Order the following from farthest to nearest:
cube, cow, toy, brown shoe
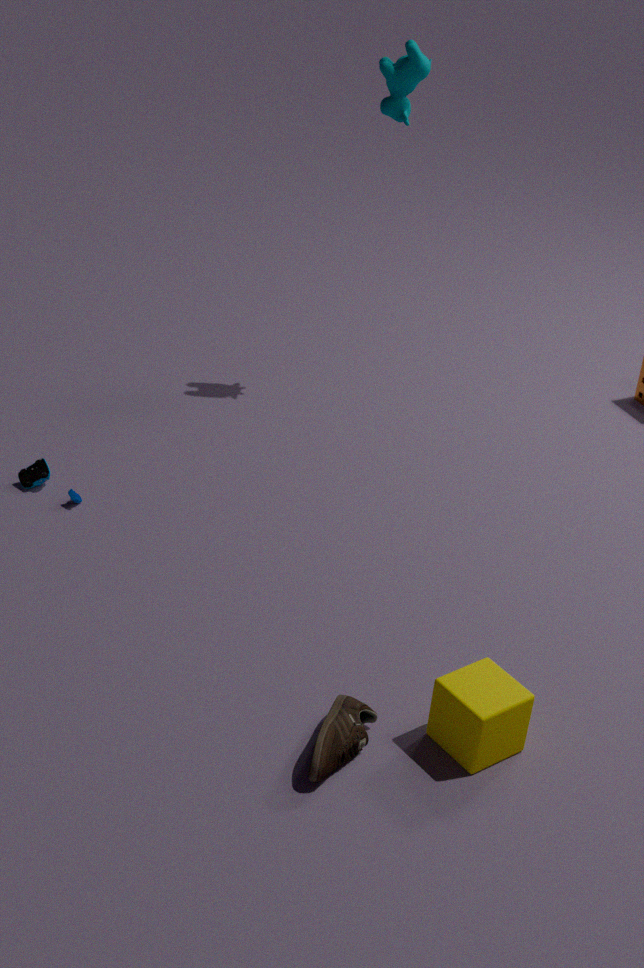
cow < toy < cube < brown shoe
